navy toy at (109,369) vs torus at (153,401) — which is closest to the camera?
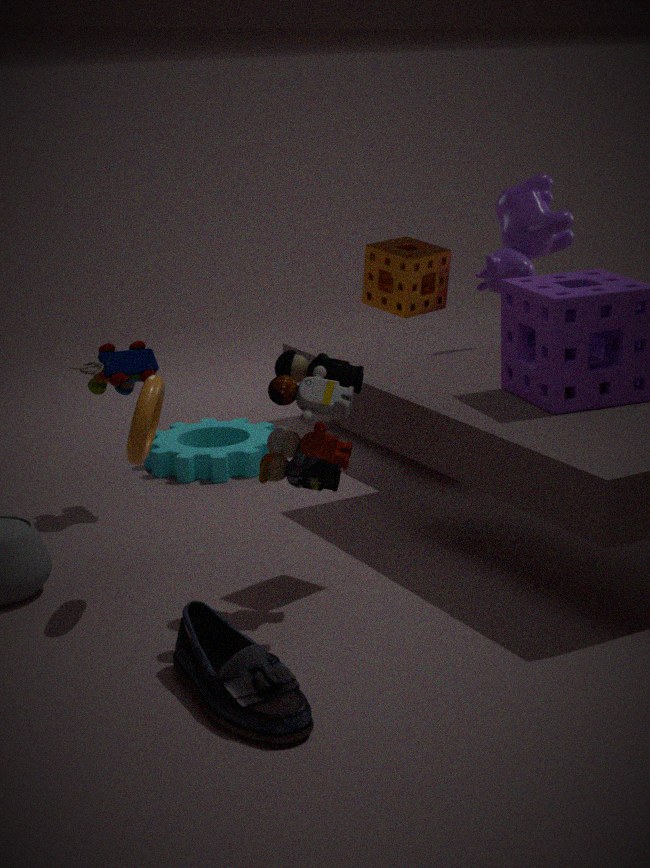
torus at (153,401)
